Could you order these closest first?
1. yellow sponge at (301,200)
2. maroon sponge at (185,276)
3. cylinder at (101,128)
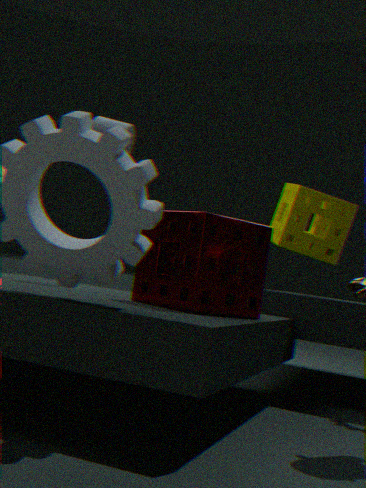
maroon sponge at (185,276), cylinder at (101,128), yellow sponge at (301,200)
